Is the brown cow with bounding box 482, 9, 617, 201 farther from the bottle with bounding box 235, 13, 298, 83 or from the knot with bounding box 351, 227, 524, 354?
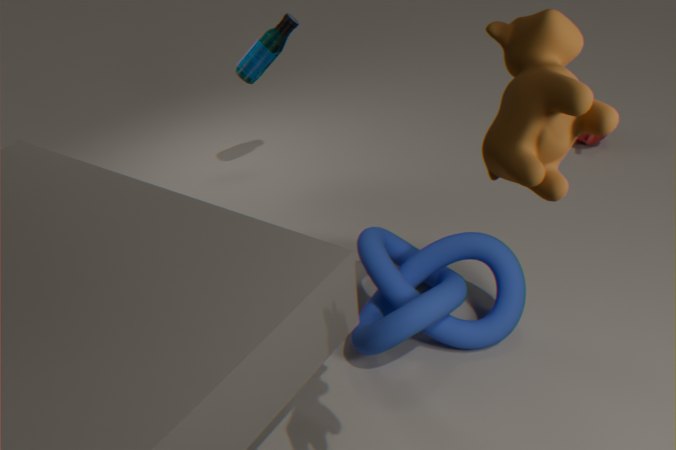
the bottle with bounding box 235, 13, 298, 83
